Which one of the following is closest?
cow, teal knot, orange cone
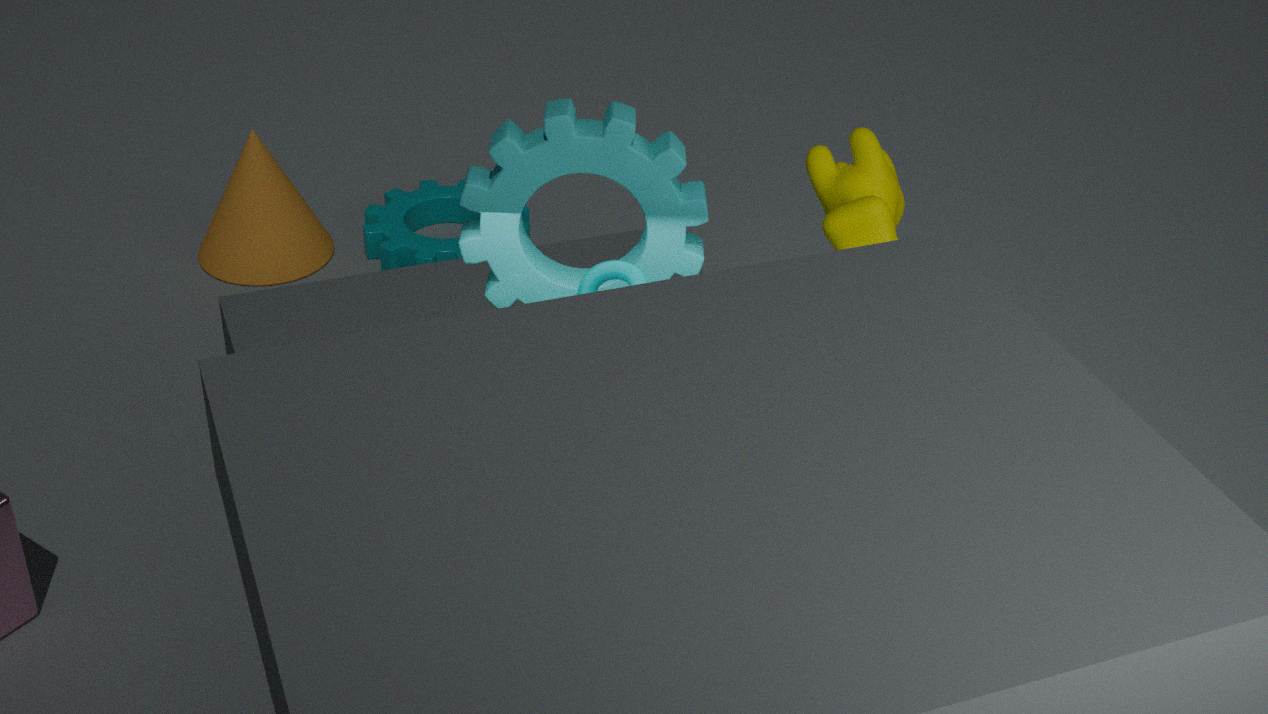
teal knot
